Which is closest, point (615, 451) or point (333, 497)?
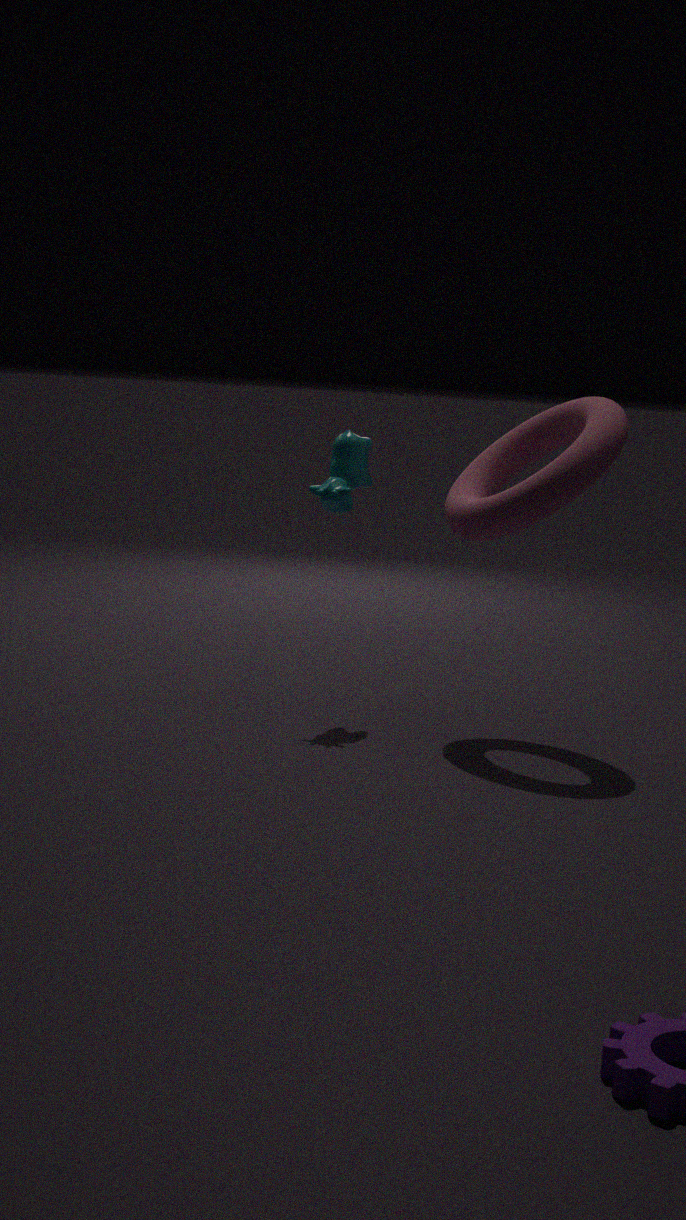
point (615, 451)
